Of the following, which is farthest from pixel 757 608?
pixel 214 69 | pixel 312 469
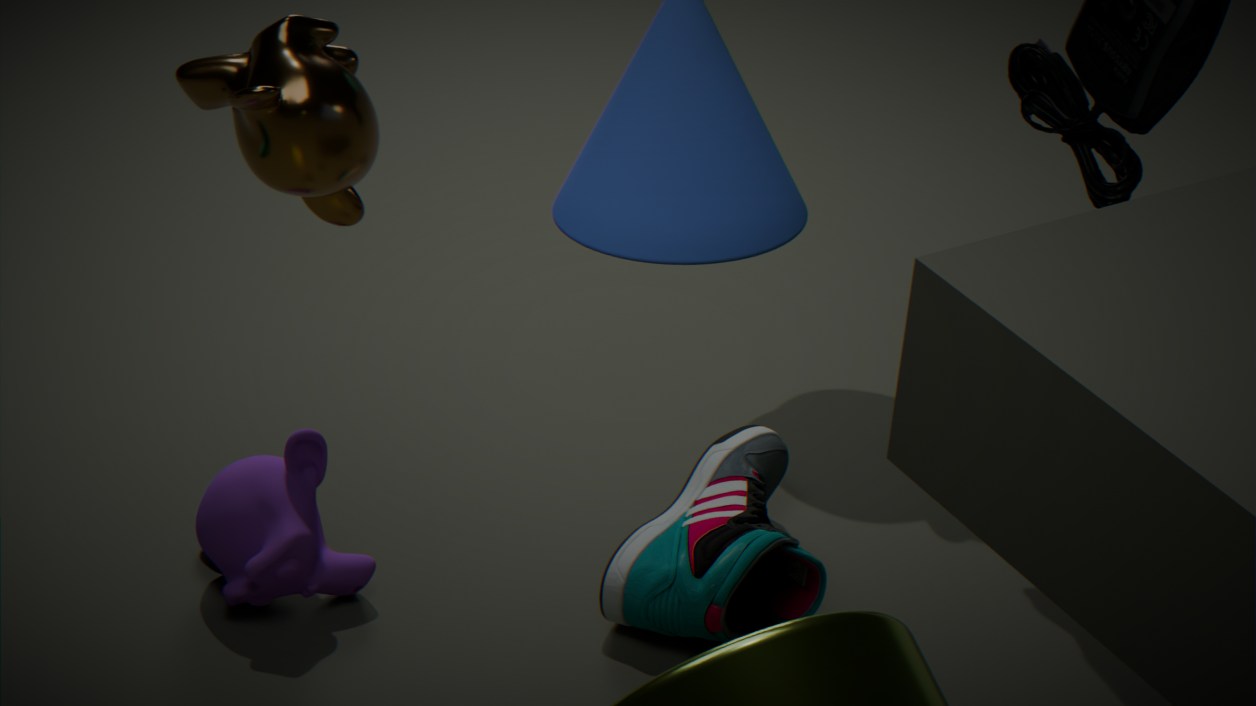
pixel 214 69
